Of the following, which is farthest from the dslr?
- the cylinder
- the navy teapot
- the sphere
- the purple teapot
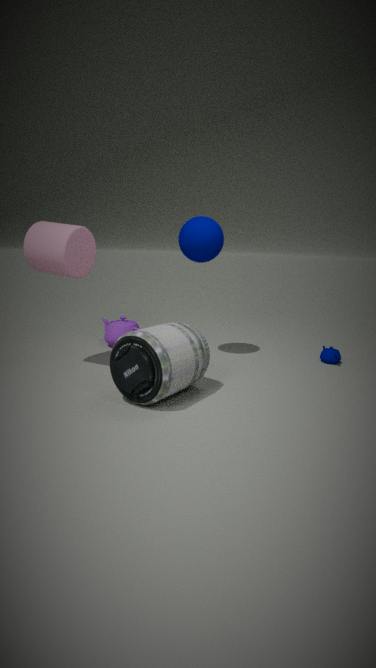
the navy teapot
